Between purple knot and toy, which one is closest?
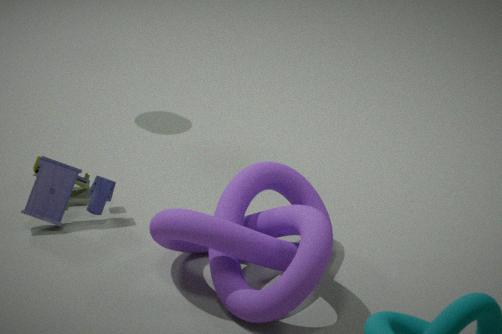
purple knot
